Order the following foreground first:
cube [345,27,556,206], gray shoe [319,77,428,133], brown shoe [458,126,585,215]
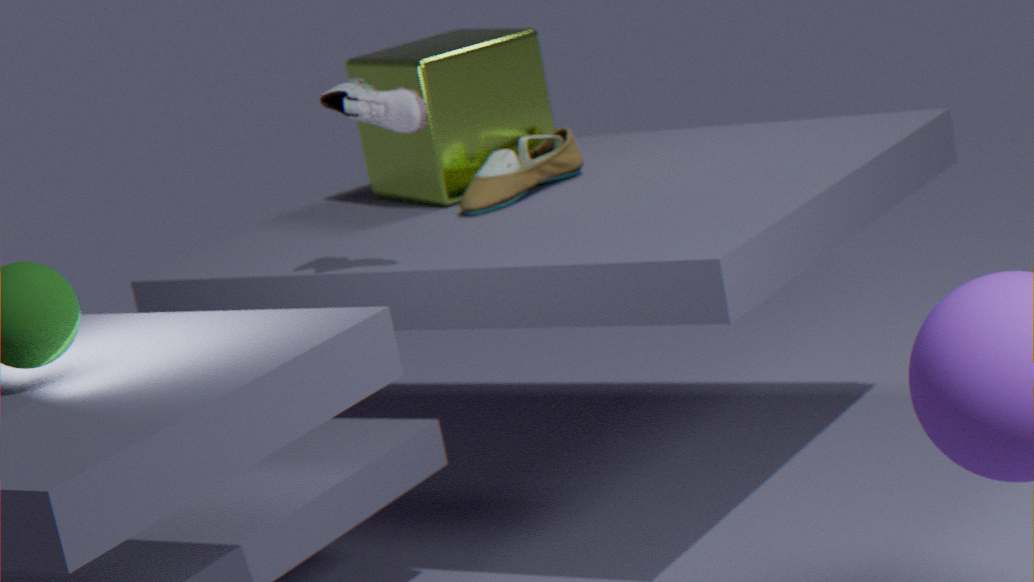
gray shoe [319,77,428,133]
brown shoe [458,126,585,215]
cube [345,27,556,206]
